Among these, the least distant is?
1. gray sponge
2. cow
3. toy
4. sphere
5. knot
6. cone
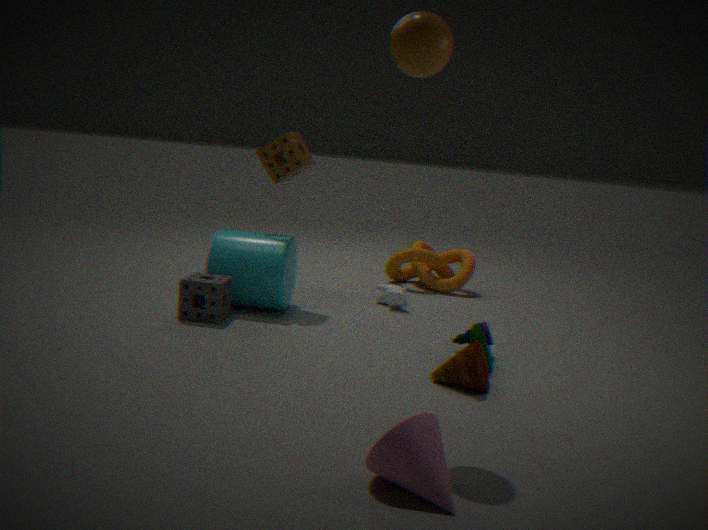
cone
